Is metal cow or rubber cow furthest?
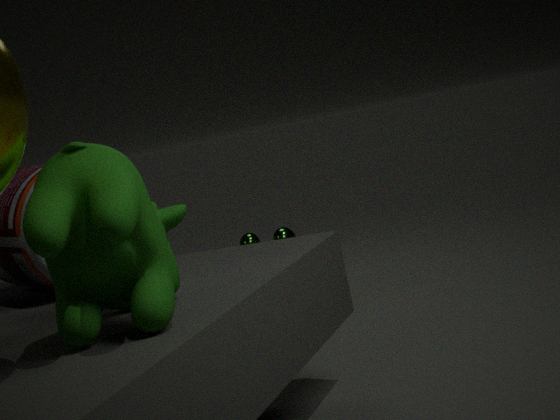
metal cow
